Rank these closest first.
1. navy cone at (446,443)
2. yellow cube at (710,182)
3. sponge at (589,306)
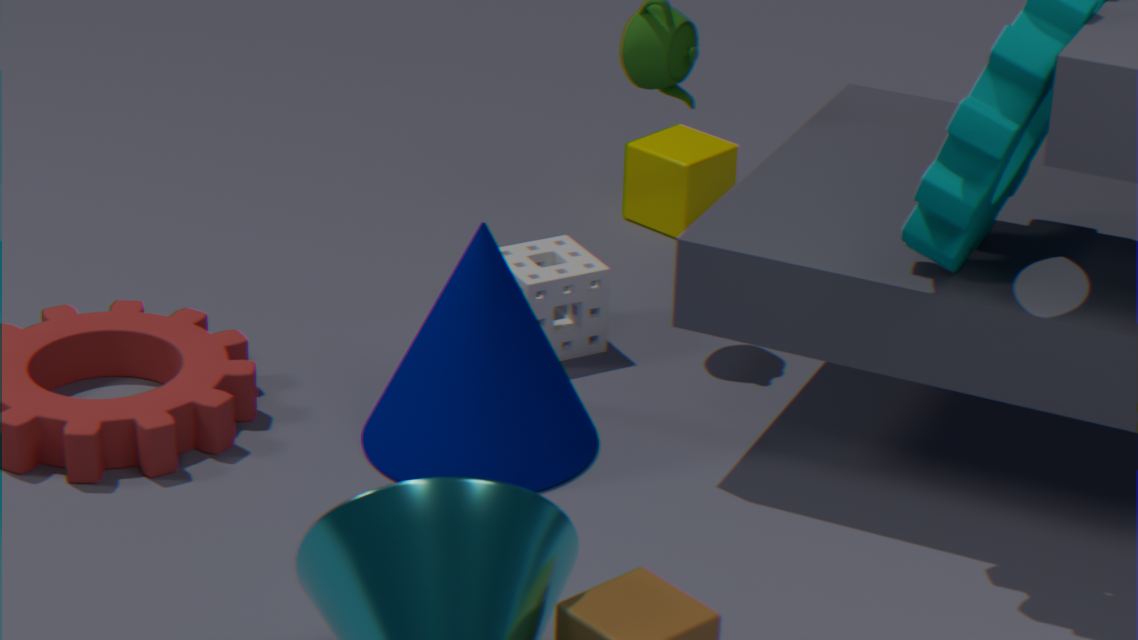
navy cone at (446,443) → sponge at (589,306) → yellow cube at (710,182)
